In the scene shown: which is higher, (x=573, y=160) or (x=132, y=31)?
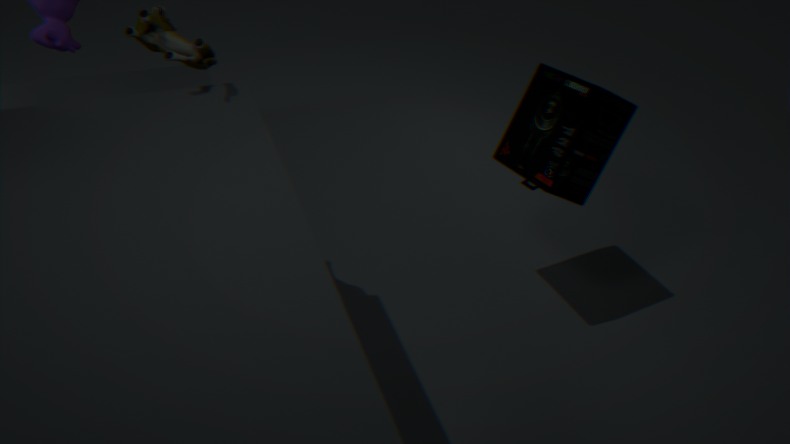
(x=132, y=31)
